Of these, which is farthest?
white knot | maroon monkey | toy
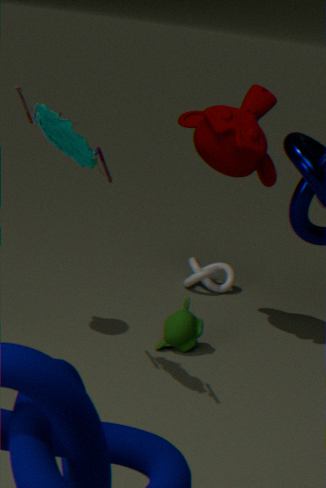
white knot
